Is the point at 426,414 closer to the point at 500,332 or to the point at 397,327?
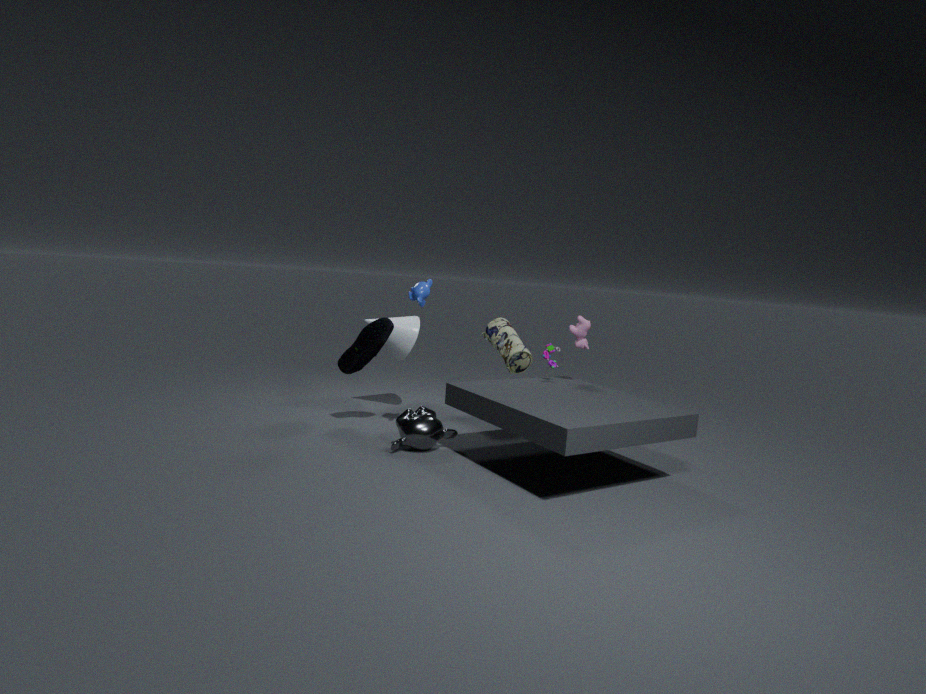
the point at 500,332
